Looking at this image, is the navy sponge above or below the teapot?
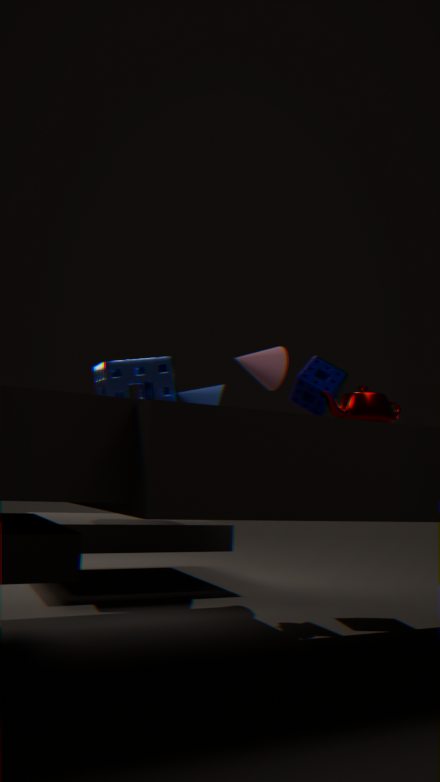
above
